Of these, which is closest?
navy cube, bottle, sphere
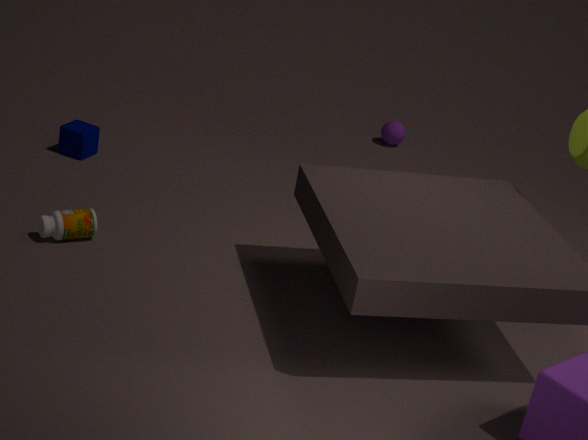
bottle
